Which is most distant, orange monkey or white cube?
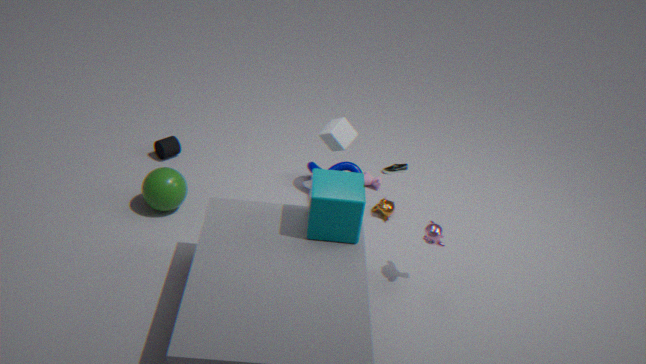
orange monkey
